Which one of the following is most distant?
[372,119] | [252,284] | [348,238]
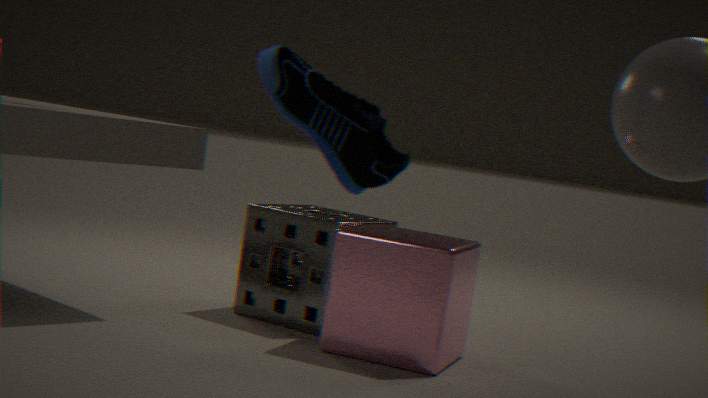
[252,284]
